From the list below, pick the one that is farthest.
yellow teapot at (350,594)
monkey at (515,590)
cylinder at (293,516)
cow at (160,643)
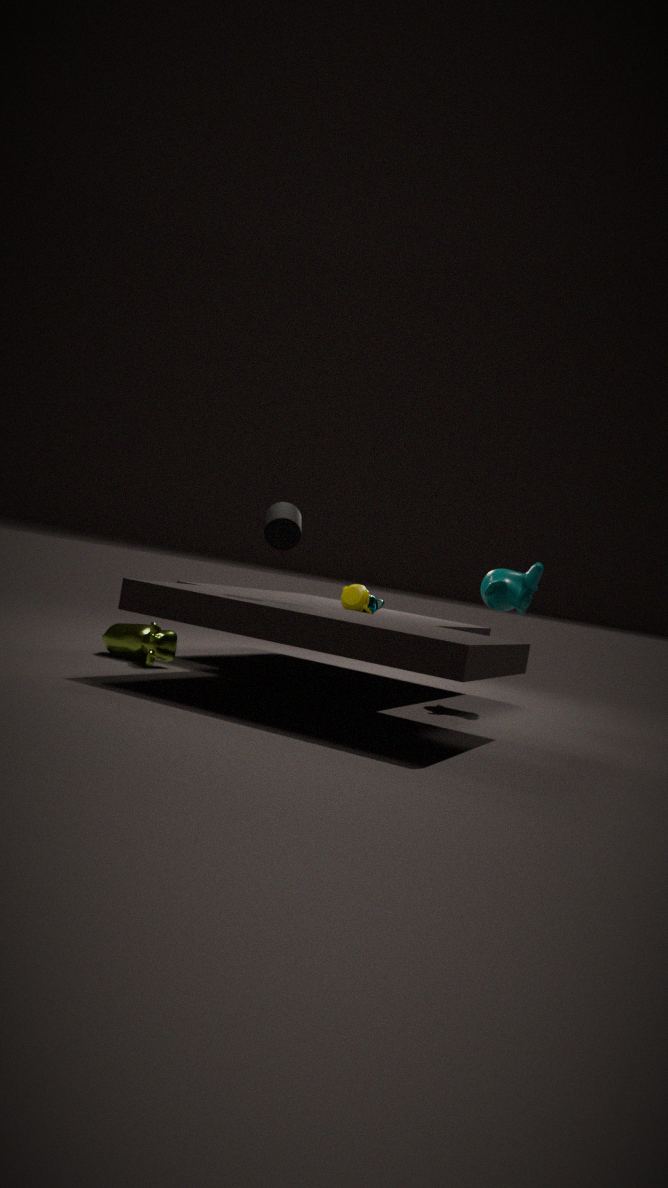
monkey at (515,590)
